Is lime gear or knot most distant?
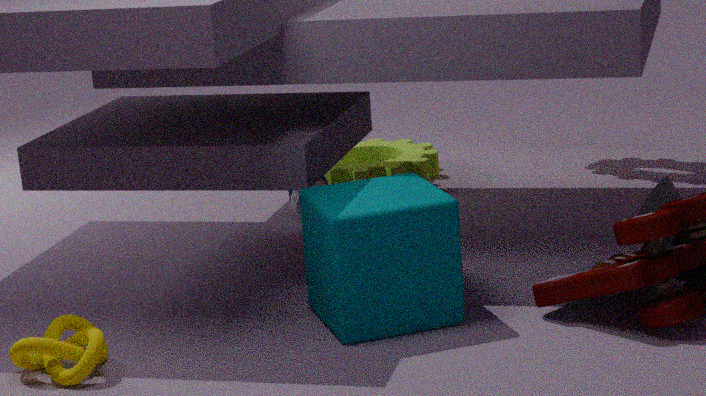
lime gear
